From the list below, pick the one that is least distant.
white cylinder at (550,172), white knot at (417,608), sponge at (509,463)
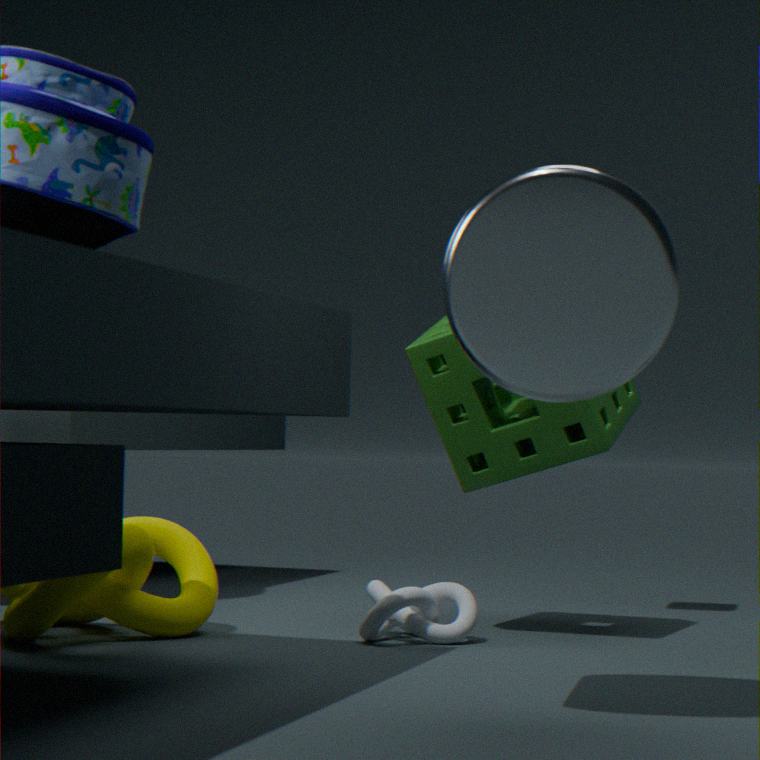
white cylinder at (550,172)
